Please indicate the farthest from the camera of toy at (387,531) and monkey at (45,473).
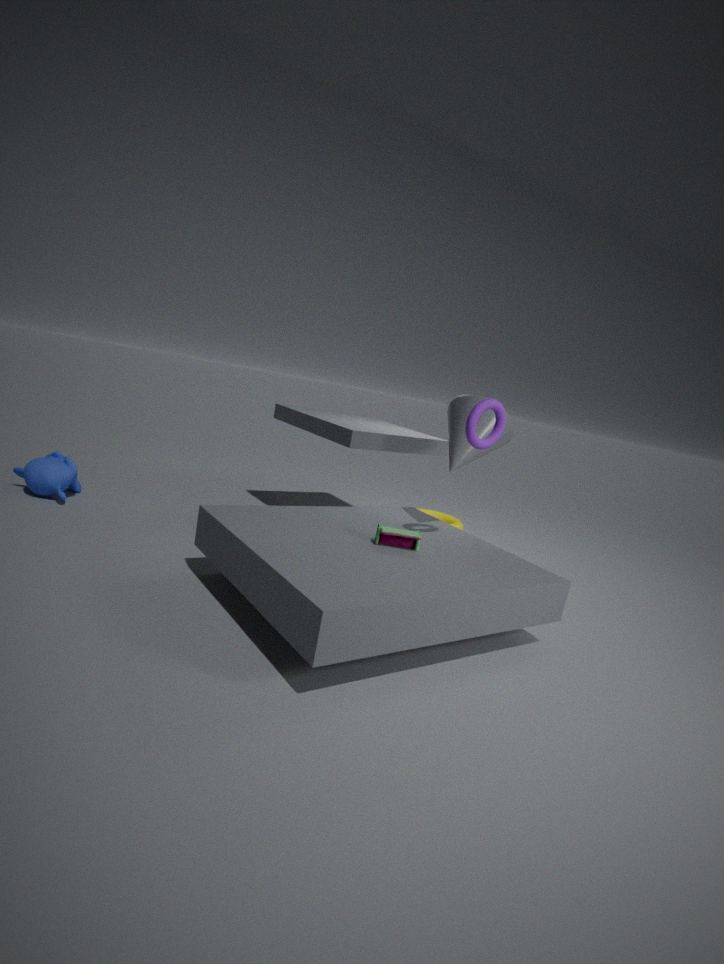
monkey at (45,473)
